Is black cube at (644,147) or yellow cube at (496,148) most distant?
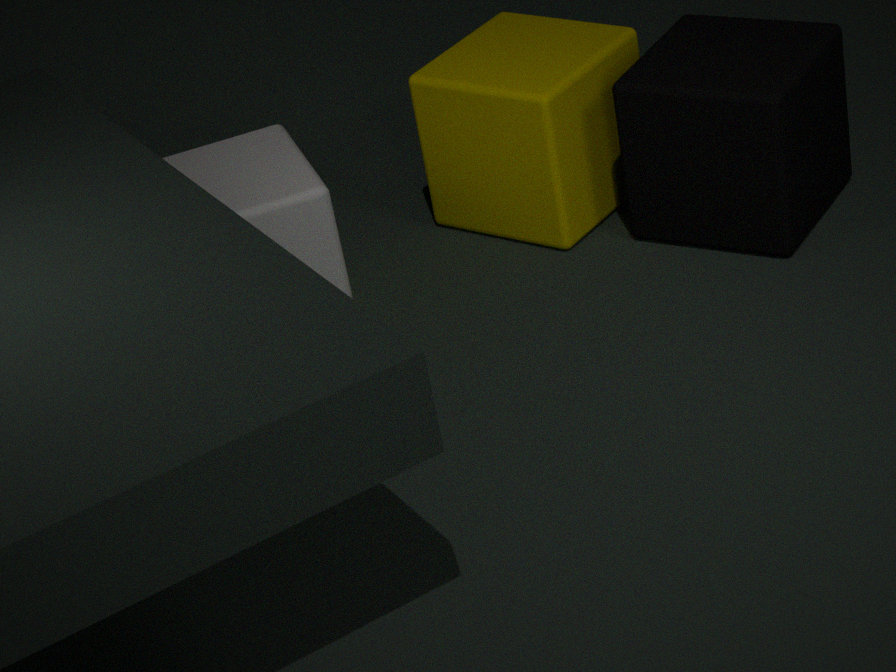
yellow cube at (496,148)
